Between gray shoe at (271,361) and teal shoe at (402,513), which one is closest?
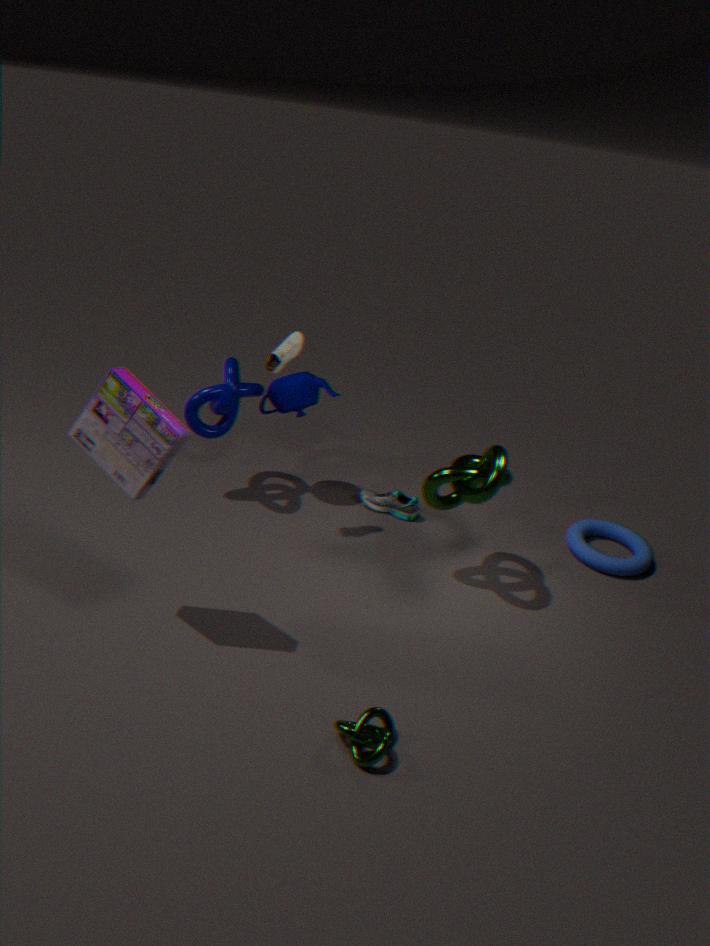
gray shoe at (271,361)
